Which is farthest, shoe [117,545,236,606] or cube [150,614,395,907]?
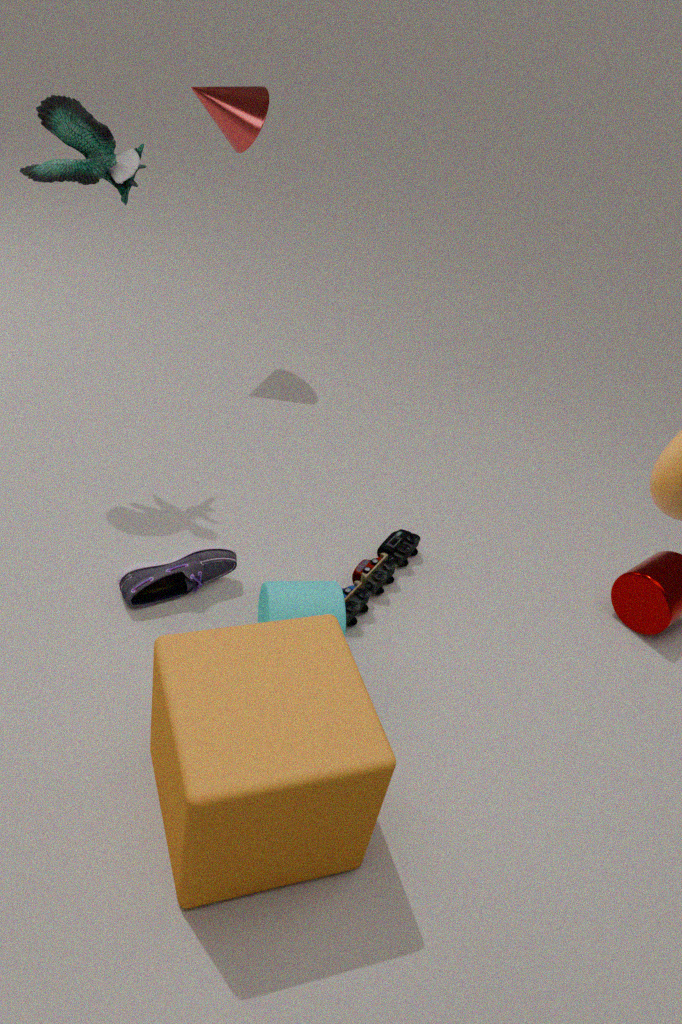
shoe [117,545,236,606]
